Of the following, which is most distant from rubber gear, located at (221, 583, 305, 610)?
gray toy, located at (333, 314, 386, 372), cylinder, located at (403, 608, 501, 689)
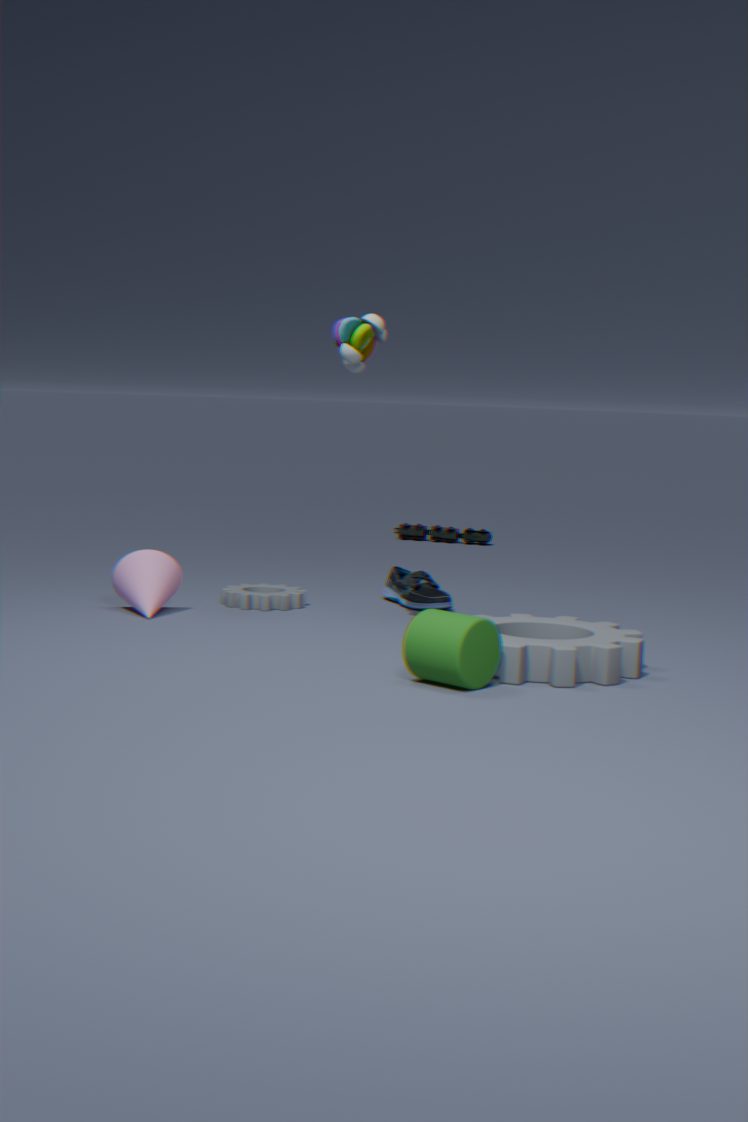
cylinder, located at (403, 608, 501, 689)
